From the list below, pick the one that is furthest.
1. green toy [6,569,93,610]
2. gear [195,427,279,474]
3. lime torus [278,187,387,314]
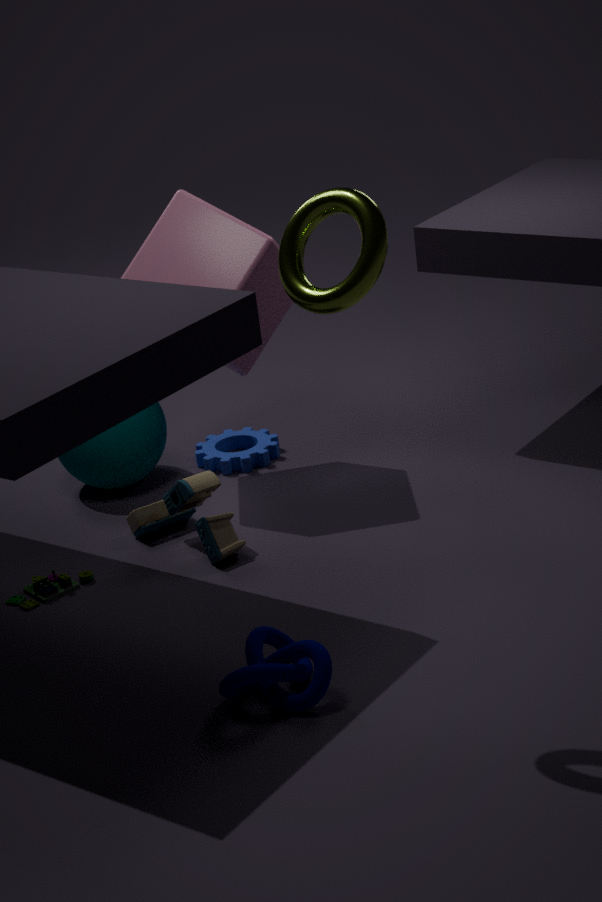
gear [195,427,279,474]
